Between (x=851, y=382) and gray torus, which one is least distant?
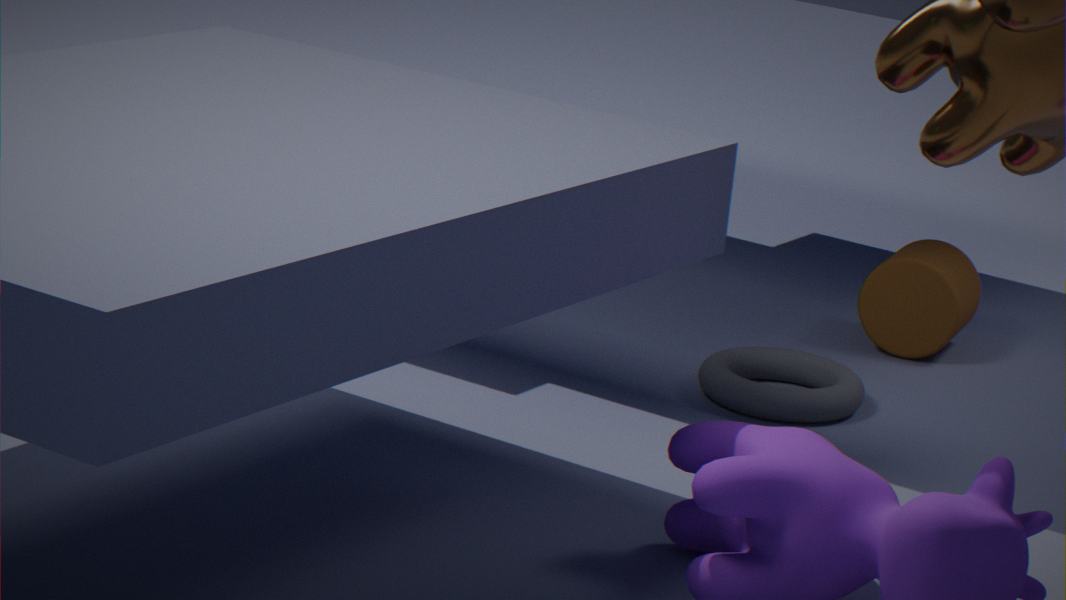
gray torus
